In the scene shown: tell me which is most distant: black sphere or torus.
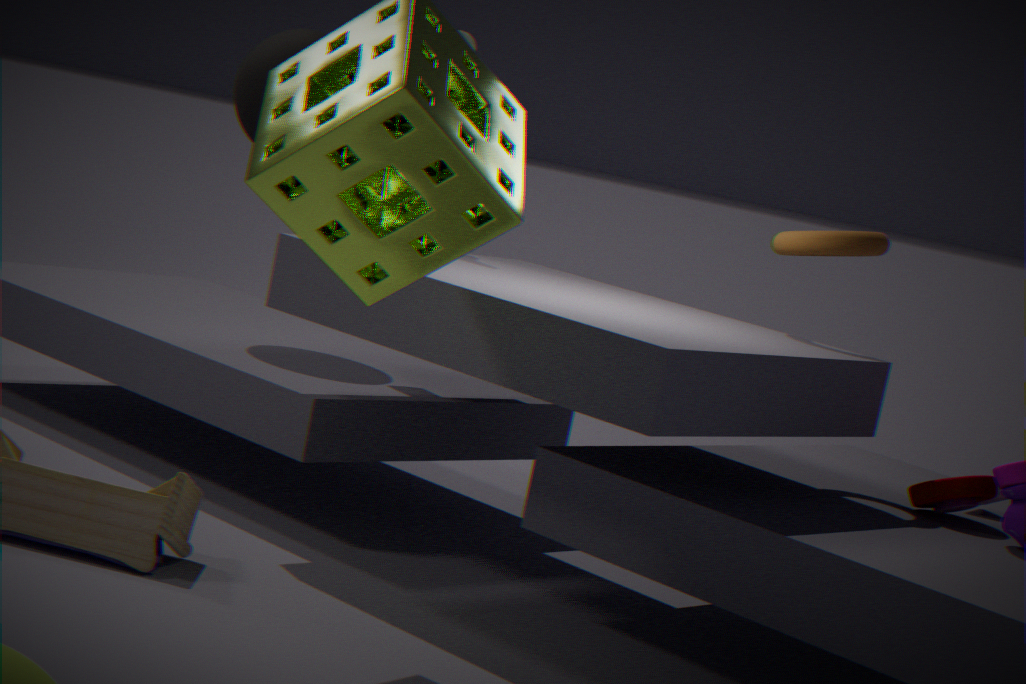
black sphere
